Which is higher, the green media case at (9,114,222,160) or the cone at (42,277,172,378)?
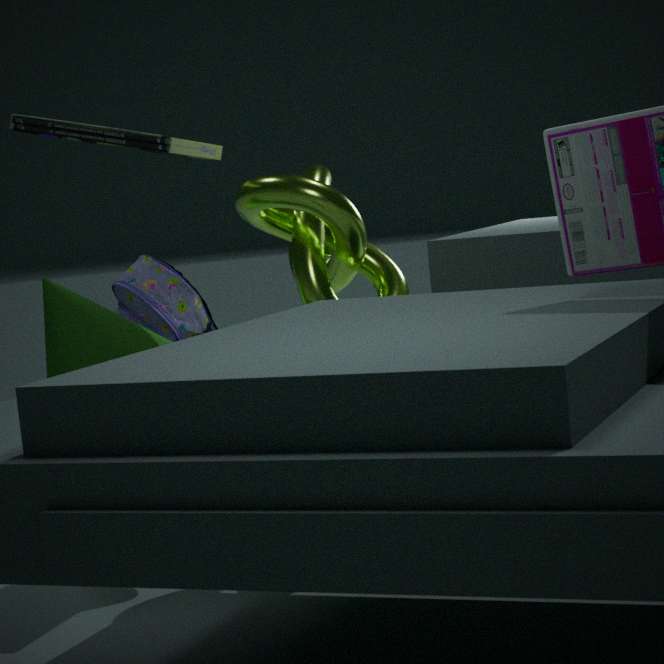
the green media case at (9,114,222,160)
